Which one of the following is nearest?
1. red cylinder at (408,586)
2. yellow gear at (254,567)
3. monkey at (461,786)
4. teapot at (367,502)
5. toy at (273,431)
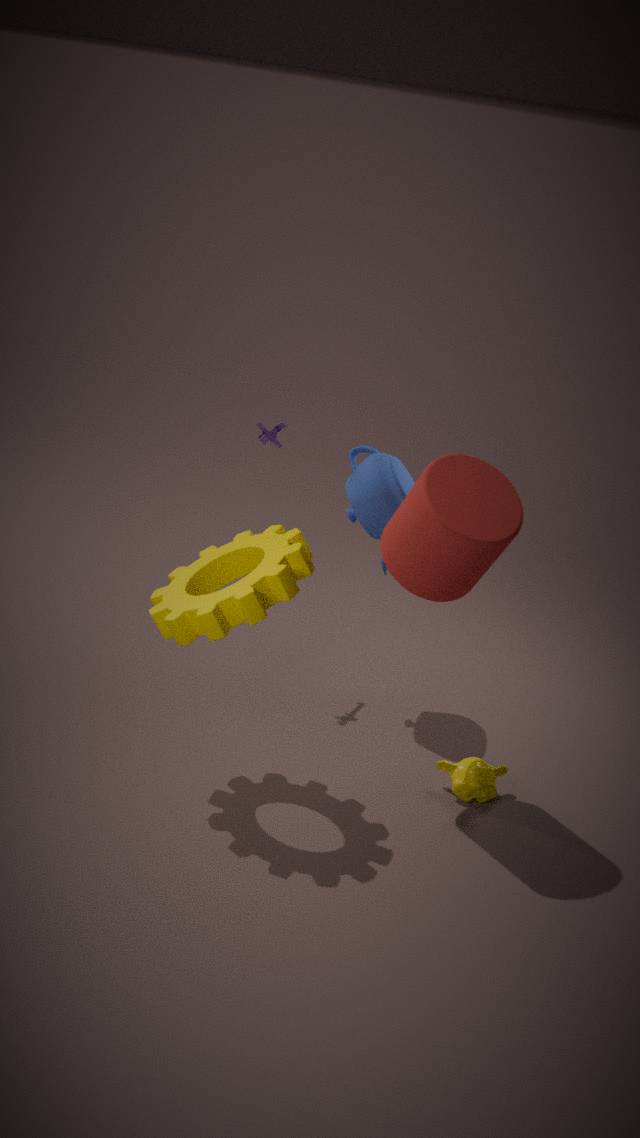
yellow gear at (254,567)
